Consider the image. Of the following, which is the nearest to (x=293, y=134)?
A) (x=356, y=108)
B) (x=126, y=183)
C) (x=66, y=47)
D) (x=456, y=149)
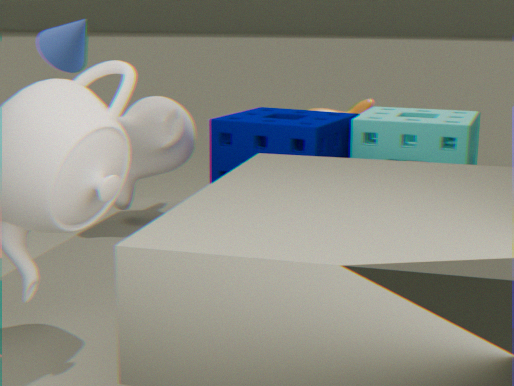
(x=456, y=149)
